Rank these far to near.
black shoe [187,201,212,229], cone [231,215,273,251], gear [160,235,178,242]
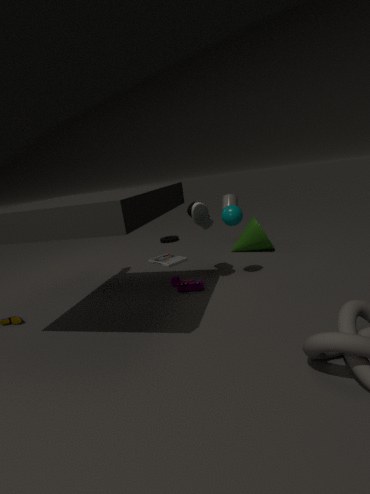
gear [160,235,178,242] < cone [231,215,273,251] < black shoe [187,201,212,229]
